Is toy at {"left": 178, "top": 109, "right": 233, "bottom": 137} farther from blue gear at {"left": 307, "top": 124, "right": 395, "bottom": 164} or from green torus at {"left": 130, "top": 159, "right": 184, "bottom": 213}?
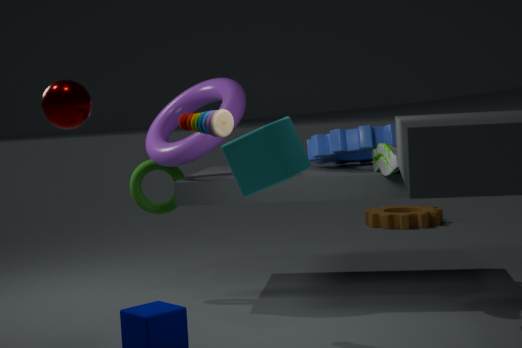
blue gear at {"left": 307, "top": 124, "right": 395, "bottom": 164}
